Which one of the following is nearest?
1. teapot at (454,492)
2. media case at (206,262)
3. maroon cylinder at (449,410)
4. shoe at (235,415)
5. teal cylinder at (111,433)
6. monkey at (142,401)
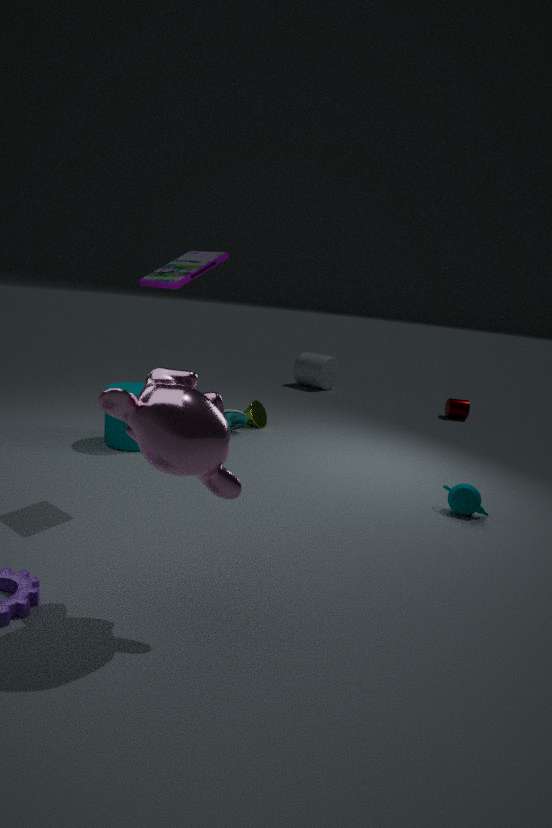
monkey at (142,401)
